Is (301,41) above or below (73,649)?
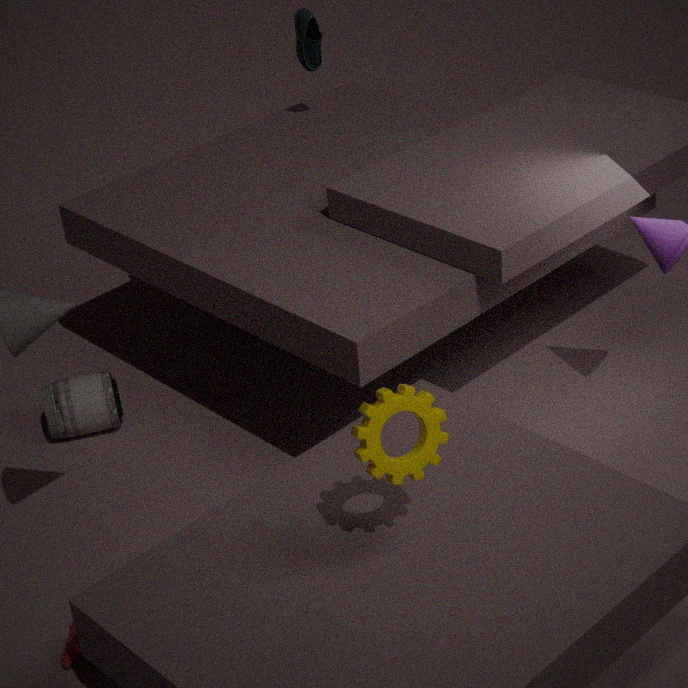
above
